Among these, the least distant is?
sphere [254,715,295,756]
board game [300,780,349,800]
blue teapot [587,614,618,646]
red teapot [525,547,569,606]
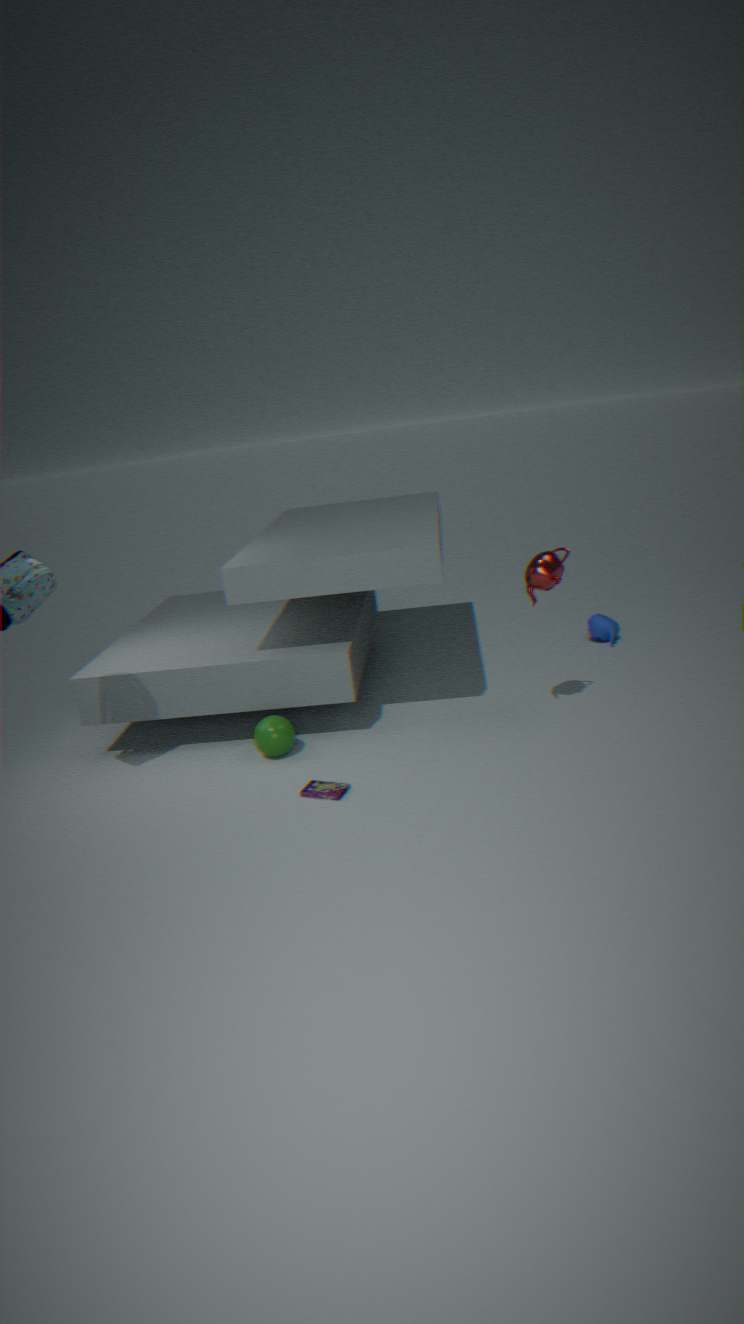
board game [300,780,349,800]
